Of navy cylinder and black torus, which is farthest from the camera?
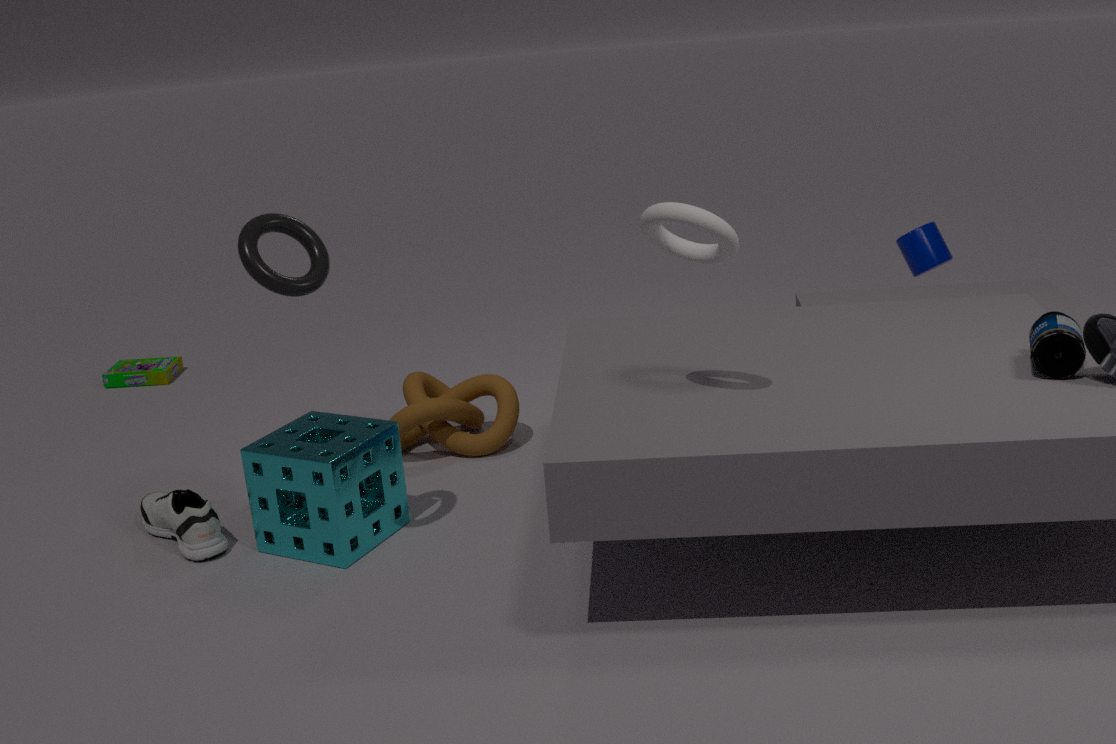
navy cylinder
